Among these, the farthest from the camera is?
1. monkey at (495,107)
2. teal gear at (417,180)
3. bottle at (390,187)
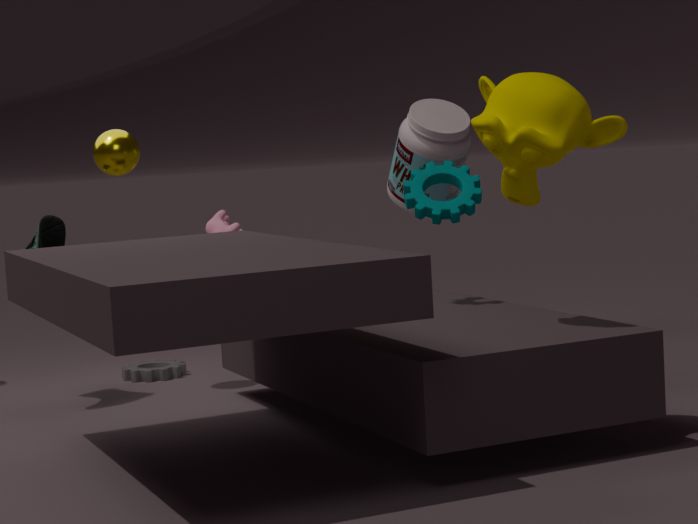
bottle at (390,187)
